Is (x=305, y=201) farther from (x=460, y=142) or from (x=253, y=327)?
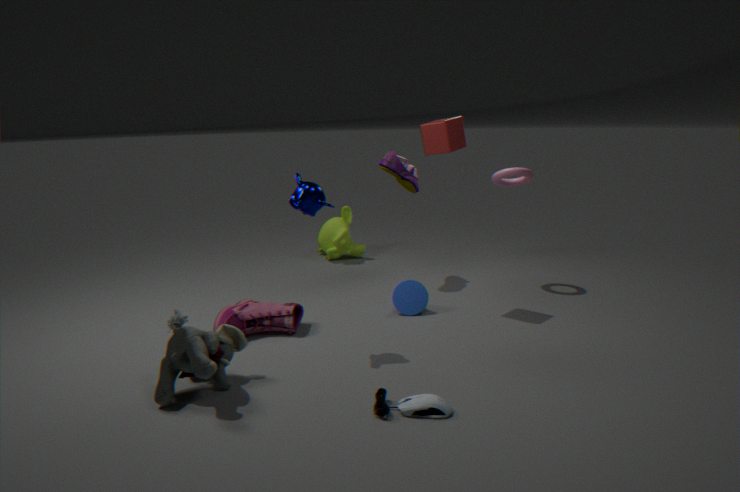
(x=460, y=142)
